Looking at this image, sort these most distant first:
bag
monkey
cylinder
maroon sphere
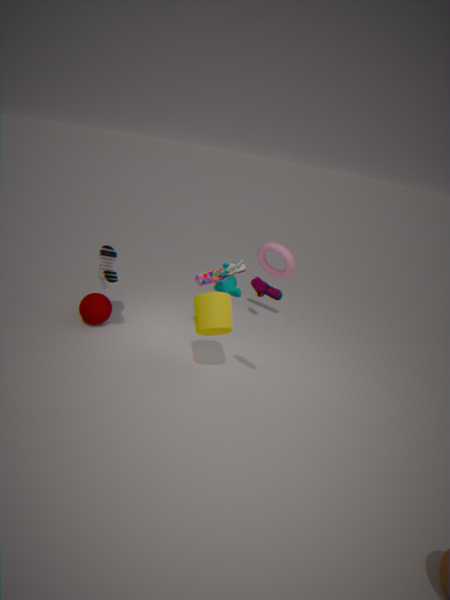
monkey < maroon sphere < bag < cylinder
